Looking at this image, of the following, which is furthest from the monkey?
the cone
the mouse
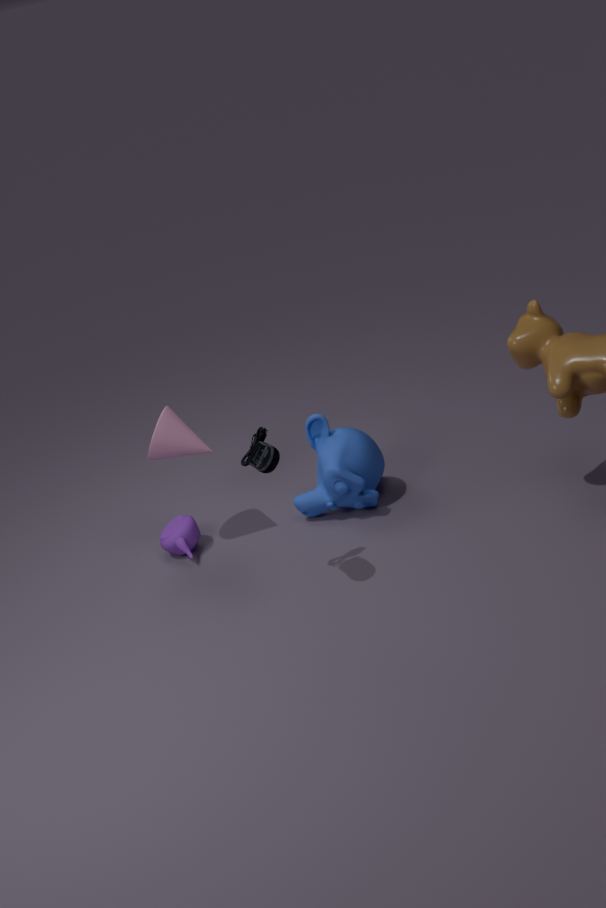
the mouse
